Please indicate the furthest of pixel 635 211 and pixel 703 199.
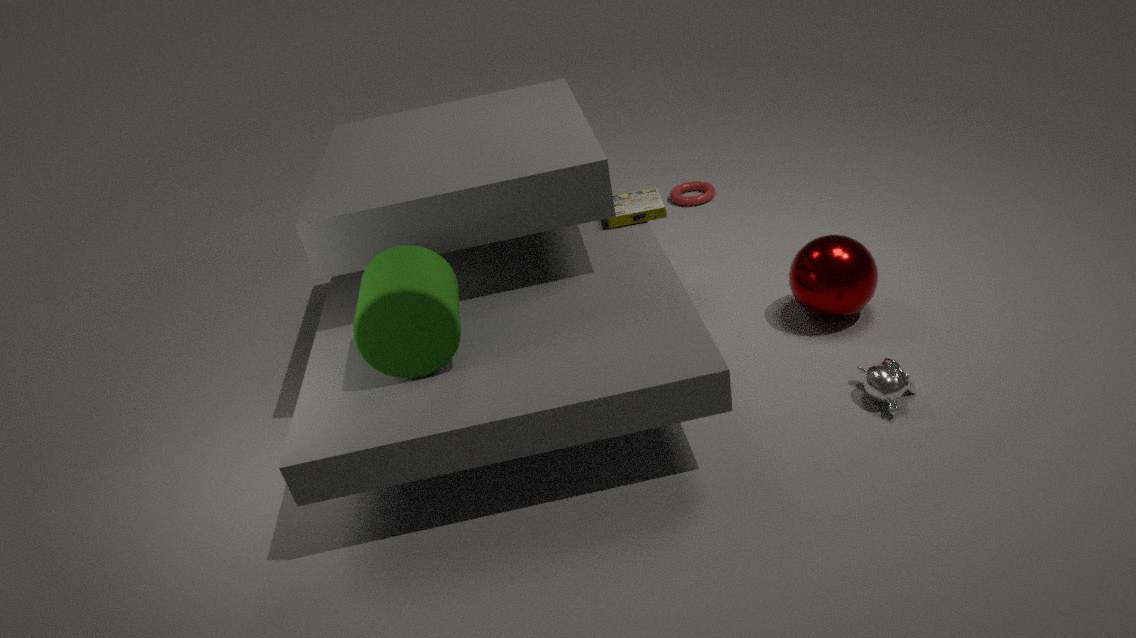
pixel 703 199
